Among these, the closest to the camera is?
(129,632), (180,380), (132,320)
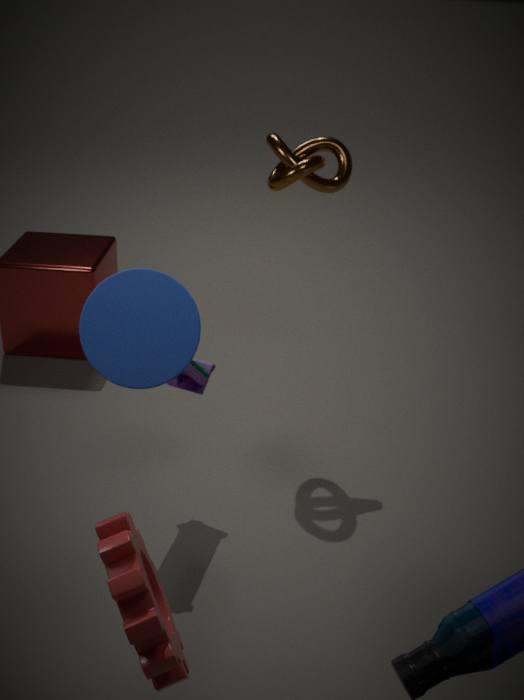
(129,632)
